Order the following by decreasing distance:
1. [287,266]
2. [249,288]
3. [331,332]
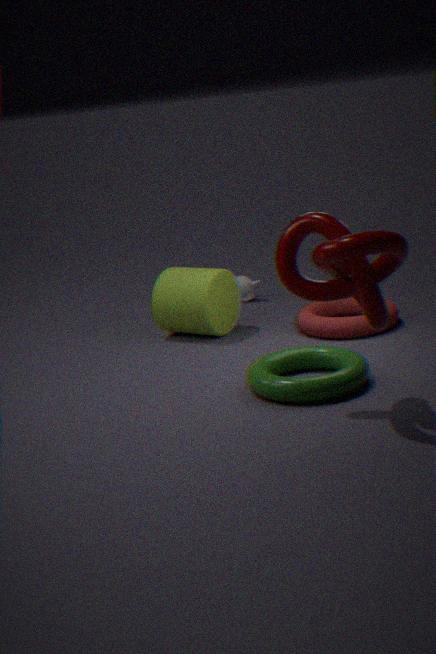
[249,288] < [331,332] < [287,266]
